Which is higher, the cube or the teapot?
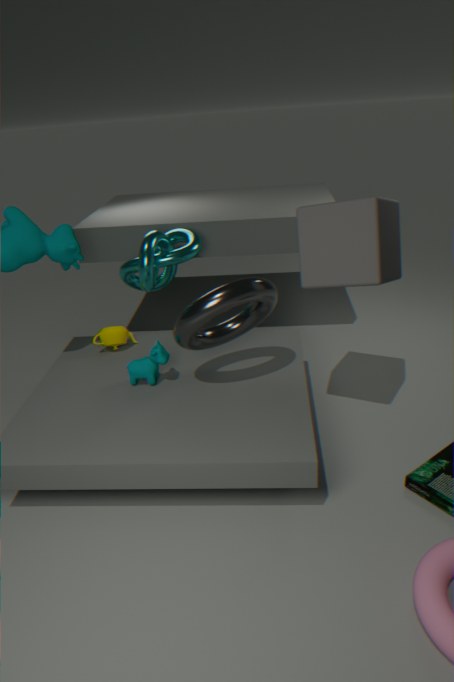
the cube
